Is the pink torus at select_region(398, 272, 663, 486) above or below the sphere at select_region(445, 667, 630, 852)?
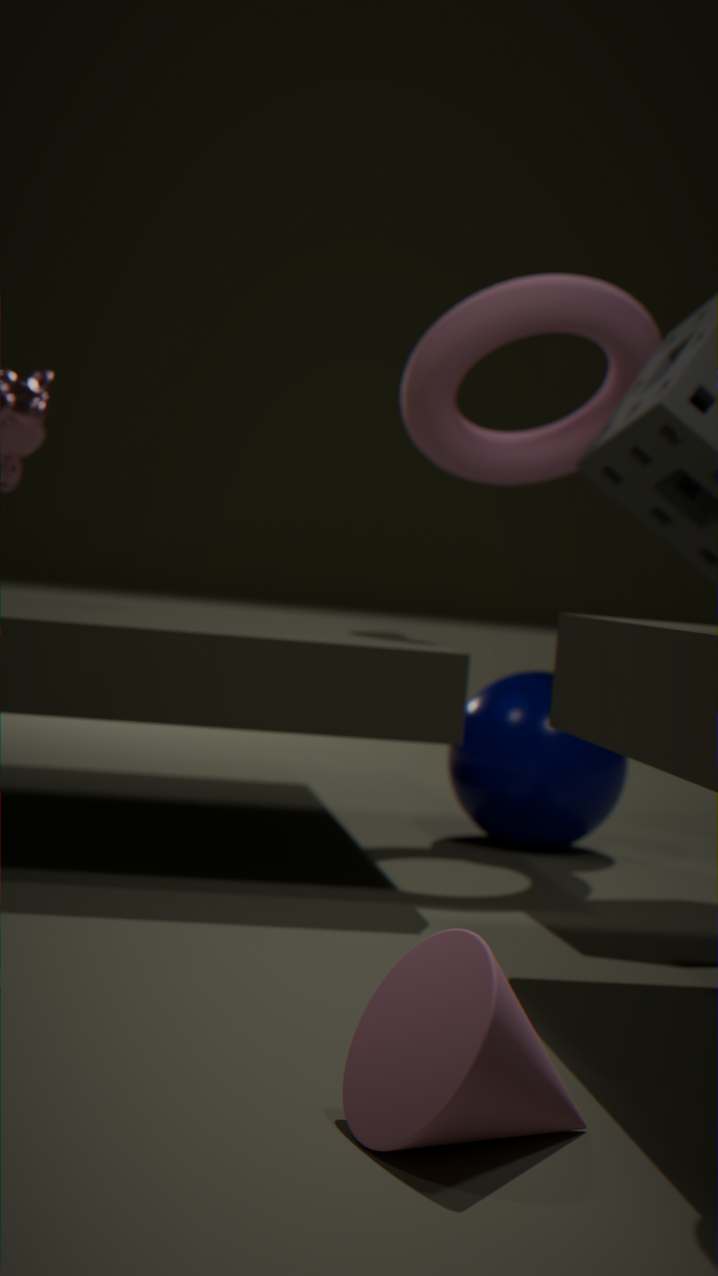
above
